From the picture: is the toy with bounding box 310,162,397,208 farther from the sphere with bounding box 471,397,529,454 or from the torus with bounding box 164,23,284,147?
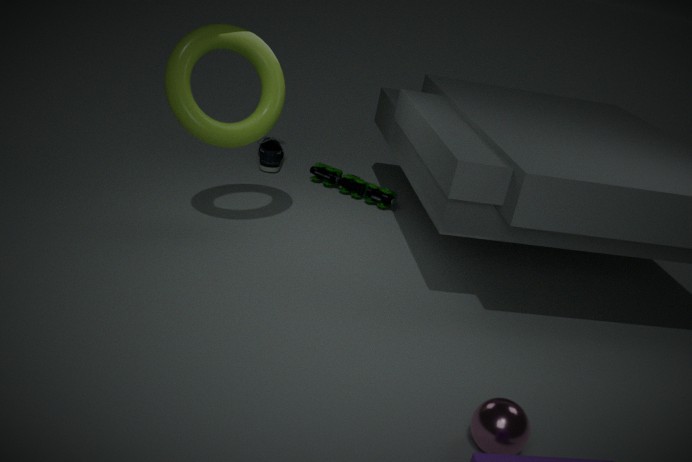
the sphere with bounding box 471,397,529,454
